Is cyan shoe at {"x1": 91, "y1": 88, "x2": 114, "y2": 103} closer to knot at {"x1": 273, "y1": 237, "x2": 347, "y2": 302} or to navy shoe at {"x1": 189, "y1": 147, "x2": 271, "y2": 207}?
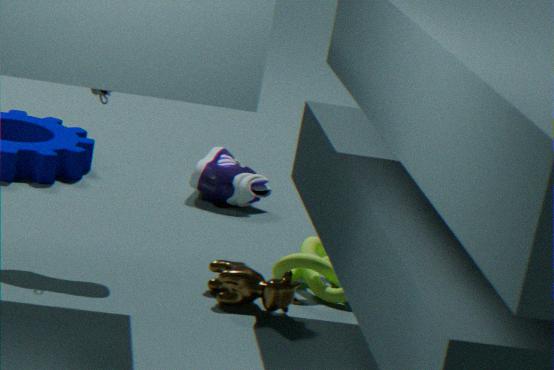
knot at {"x1": 273, "y1": 237, "x2": 347, "y2": 302}
